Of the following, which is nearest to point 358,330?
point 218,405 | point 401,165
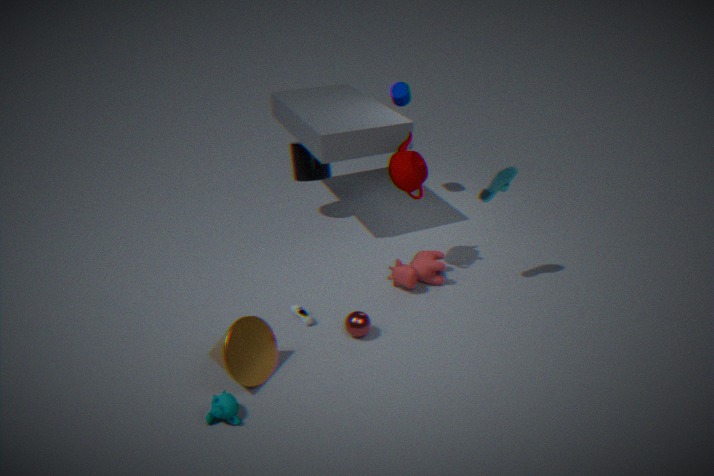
point 218,405
